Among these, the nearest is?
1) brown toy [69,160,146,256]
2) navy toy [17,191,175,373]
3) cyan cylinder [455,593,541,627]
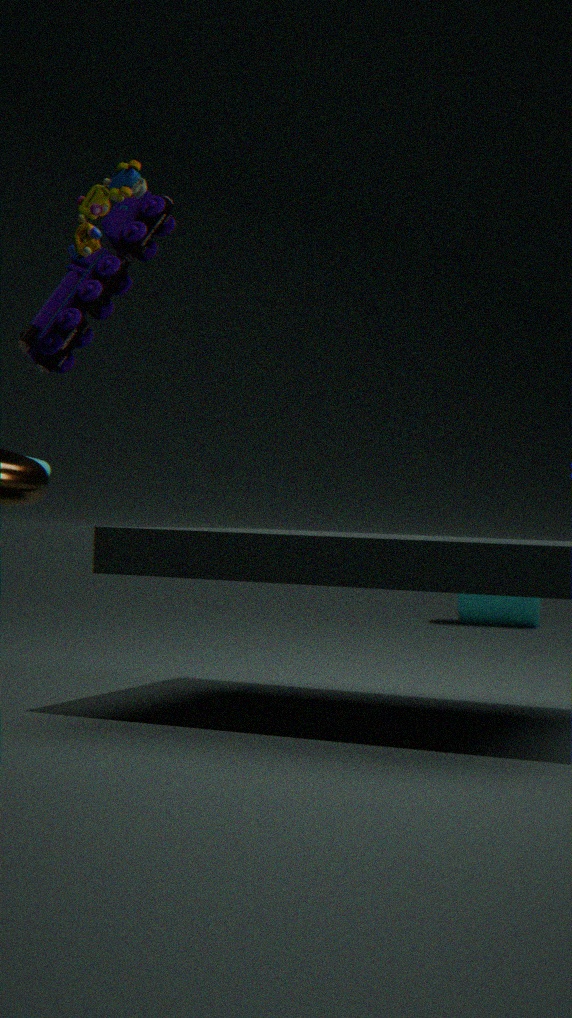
1. brown toy [69,160,146,256]
